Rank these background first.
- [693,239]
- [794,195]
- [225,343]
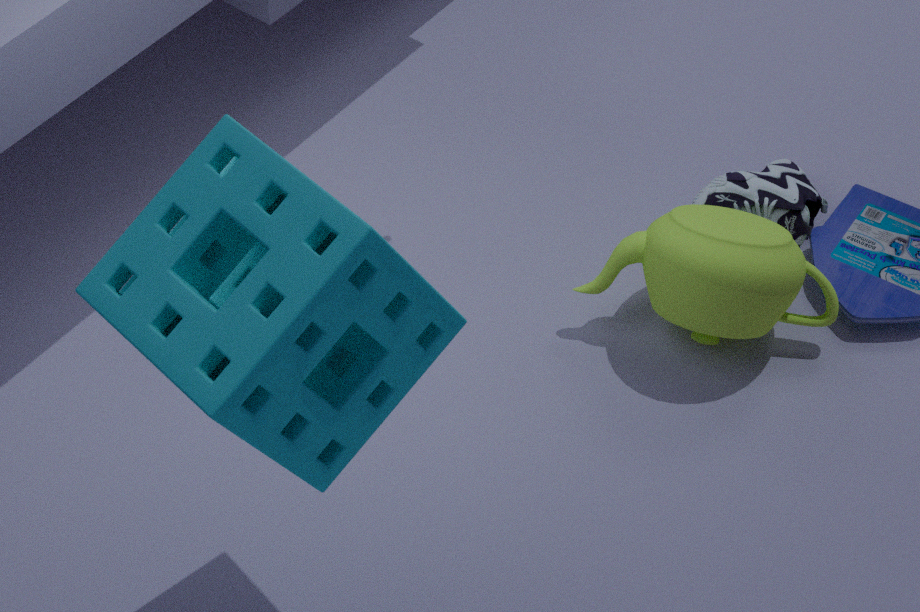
[794,195] → [693,239] → [225,343]
